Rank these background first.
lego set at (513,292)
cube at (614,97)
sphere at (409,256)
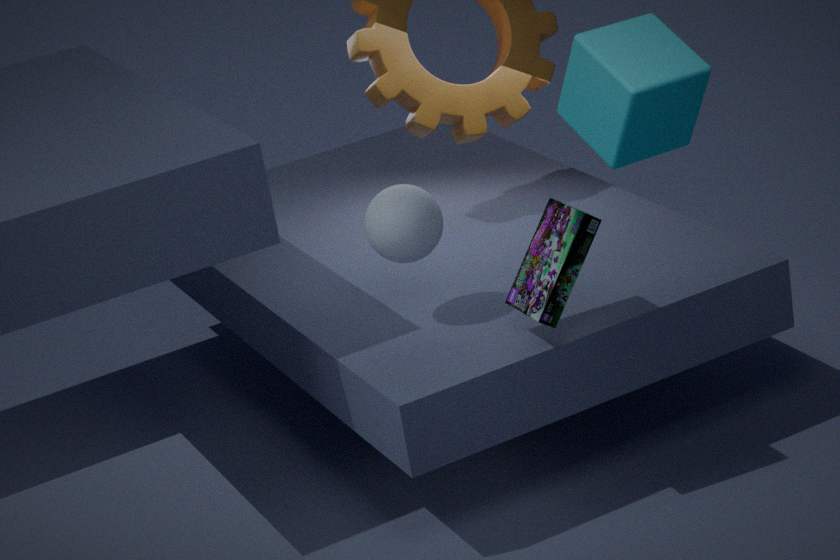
sphere at (409,256) → lego set at (513,292) → cube at (614,97)
